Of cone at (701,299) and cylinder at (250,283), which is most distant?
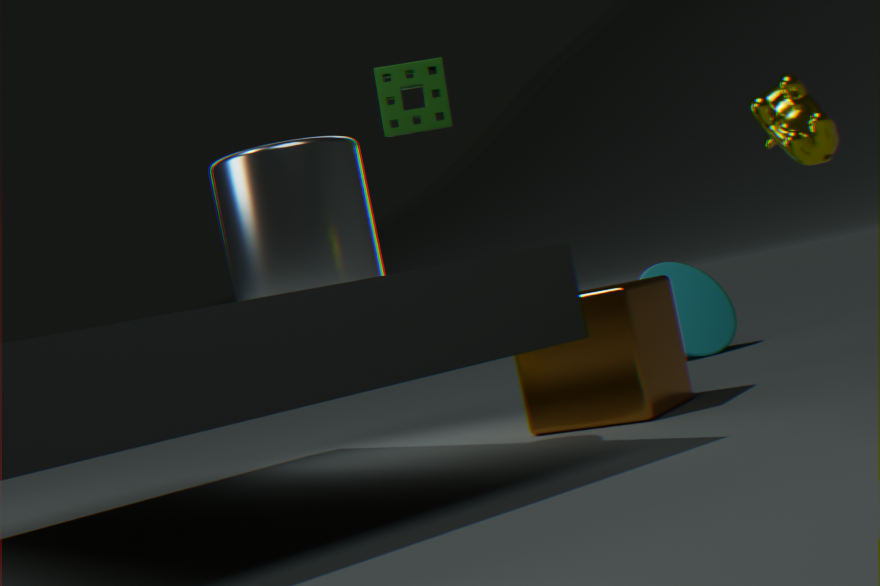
cone at (701,299)
